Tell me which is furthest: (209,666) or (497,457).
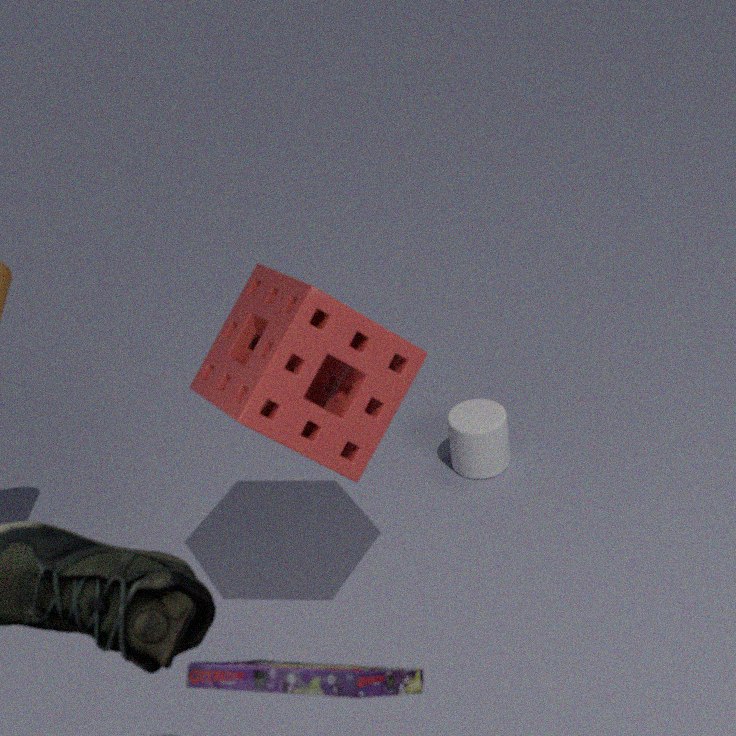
(497,457)
